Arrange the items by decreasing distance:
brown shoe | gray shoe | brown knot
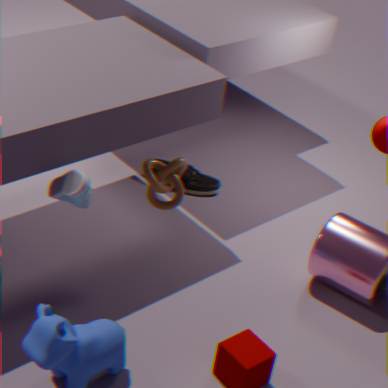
1. brown shoe
2. brown knot
3. gray shoe
